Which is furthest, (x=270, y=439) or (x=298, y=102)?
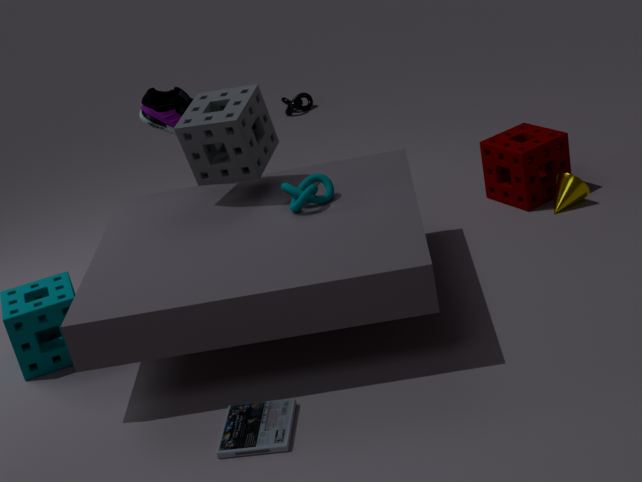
(x=298, y=102)
